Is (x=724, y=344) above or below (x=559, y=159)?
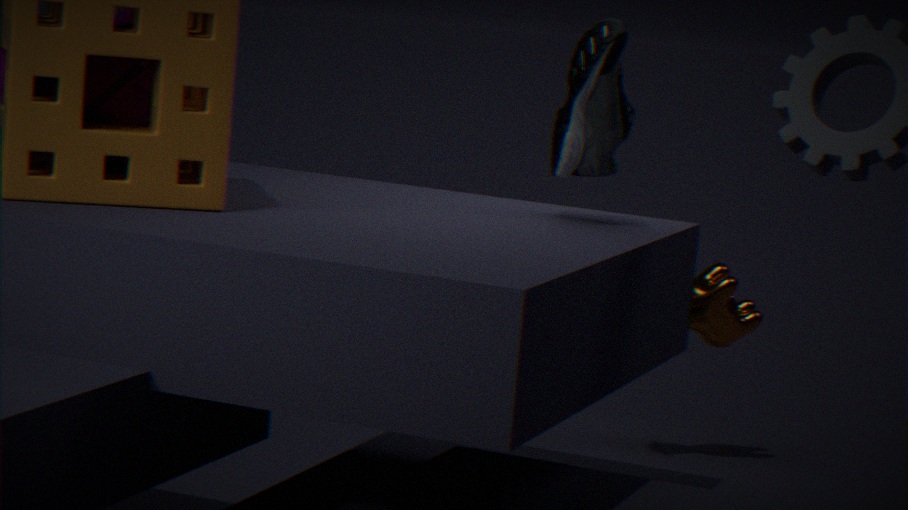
below
